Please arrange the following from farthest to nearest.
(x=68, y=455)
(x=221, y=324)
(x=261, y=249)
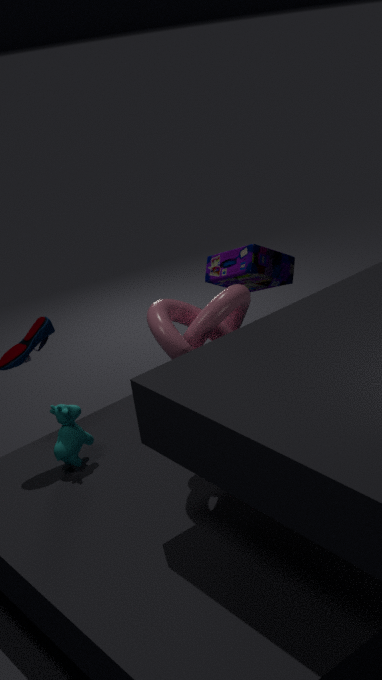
(x=261, y=249), (x=68, y=455), (x=221, y=324)
